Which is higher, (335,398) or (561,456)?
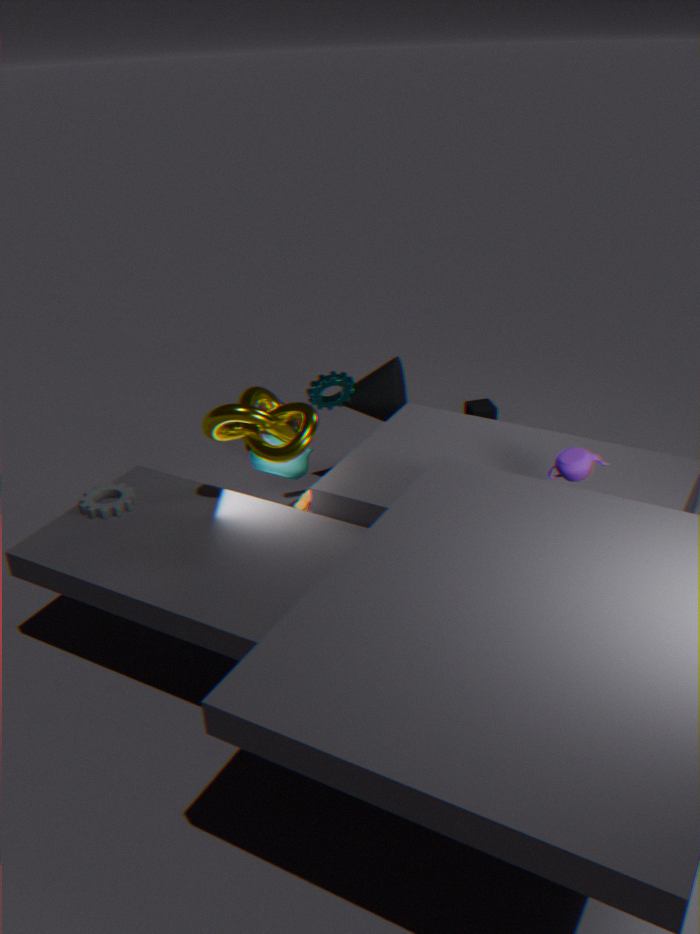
(561,456)
